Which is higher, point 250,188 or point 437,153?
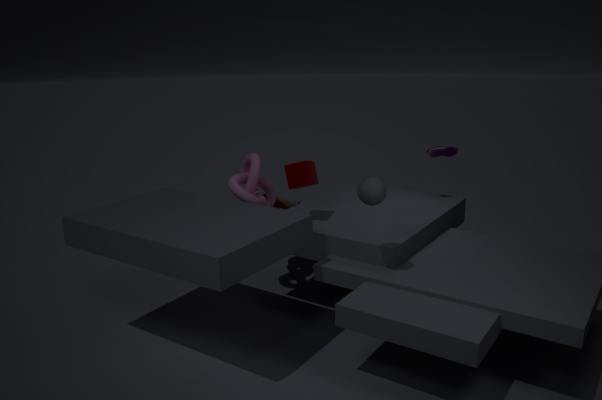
Result: point 437,153
